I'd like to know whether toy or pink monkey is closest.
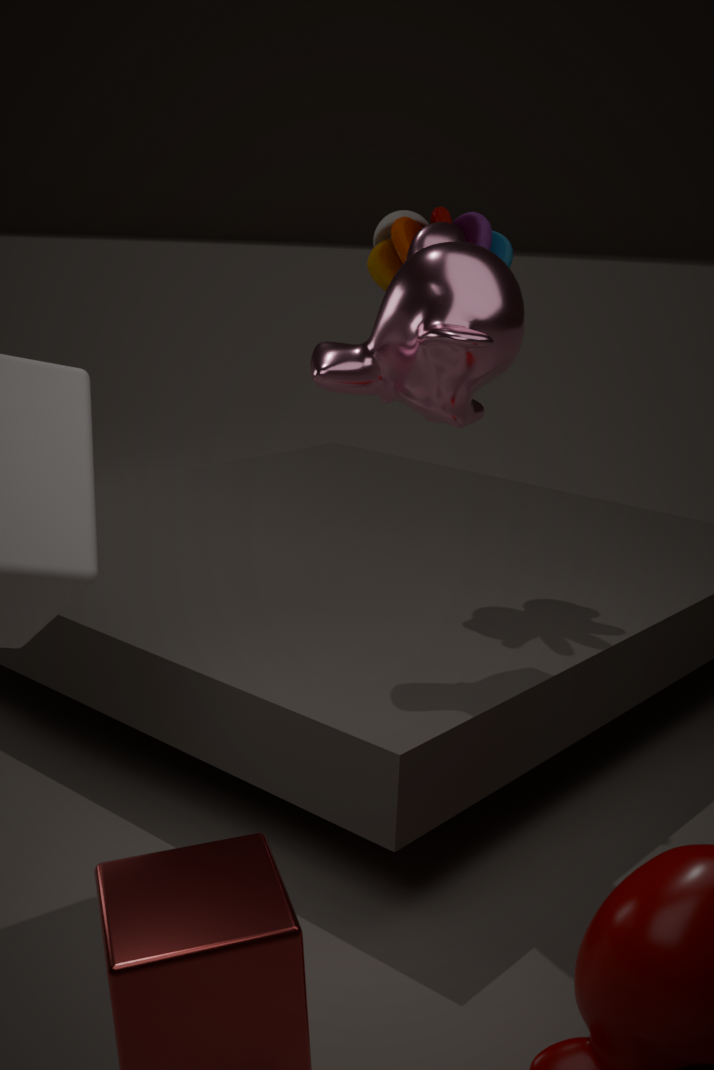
pink monkey
